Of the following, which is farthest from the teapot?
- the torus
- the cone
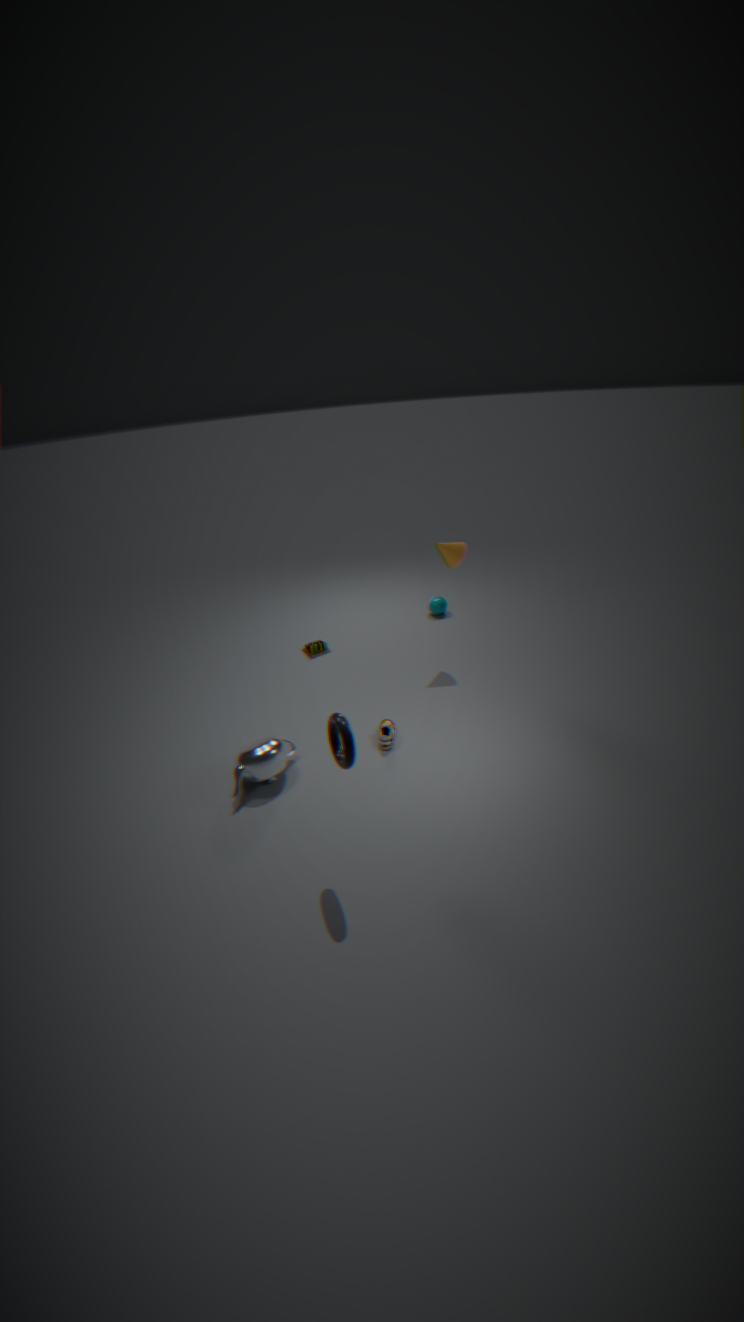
the cone
